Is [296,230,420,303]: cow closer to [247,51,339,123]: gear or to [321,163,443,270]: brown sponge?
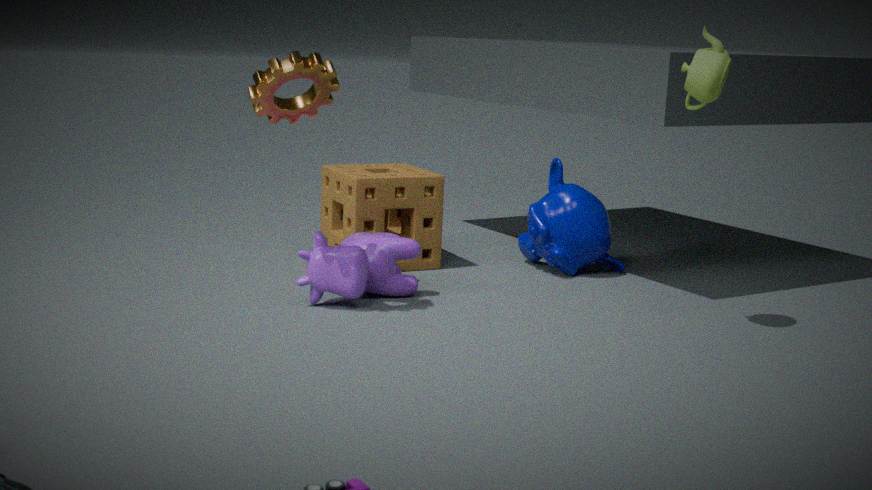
[321,163,443,270]: brown sponge
